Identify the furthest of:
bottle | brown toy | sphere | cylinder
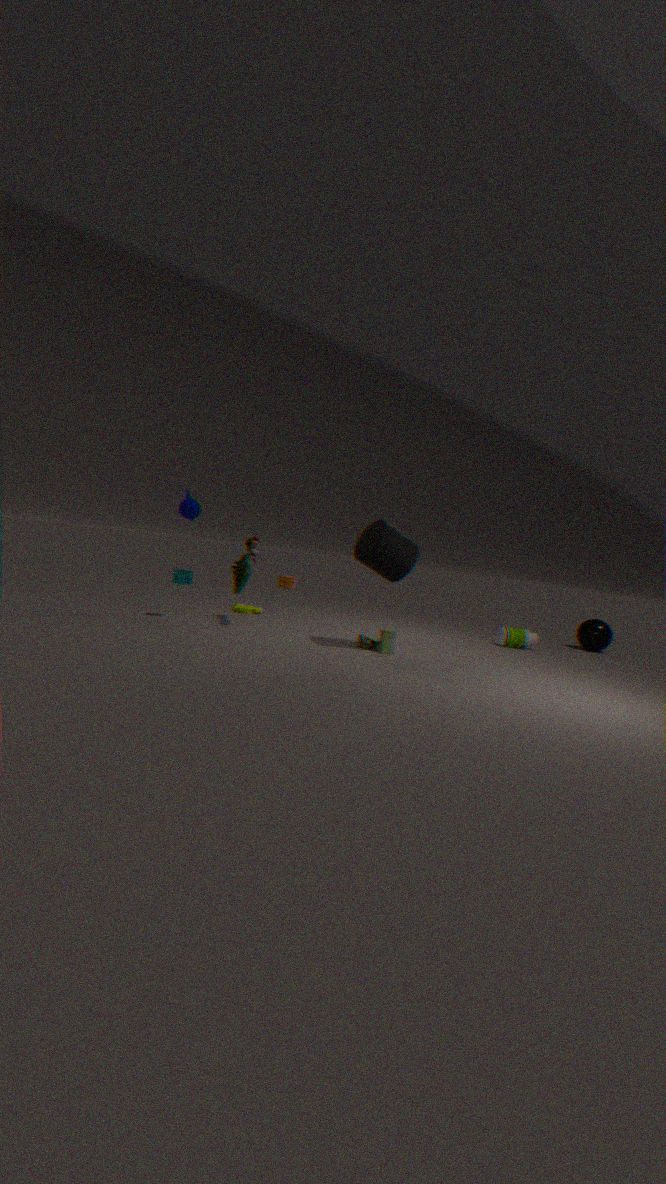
sphere
